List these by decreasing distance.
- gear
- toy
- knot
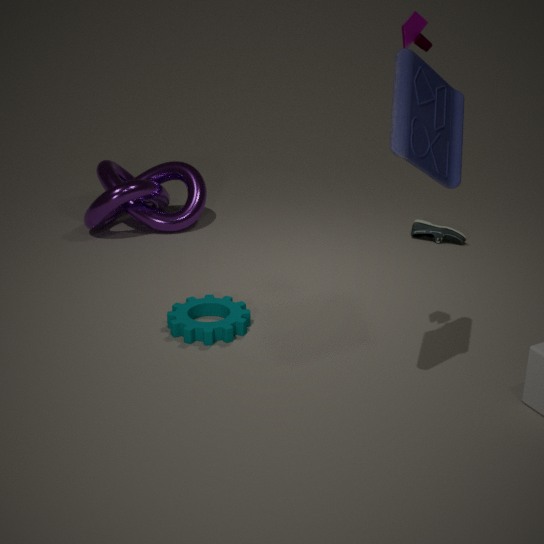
knot
gear
toy
